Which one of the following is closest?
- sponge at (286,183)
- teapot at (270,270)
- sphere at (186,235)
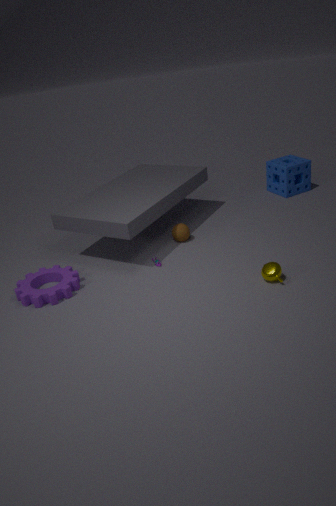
teapot at (270,270)
